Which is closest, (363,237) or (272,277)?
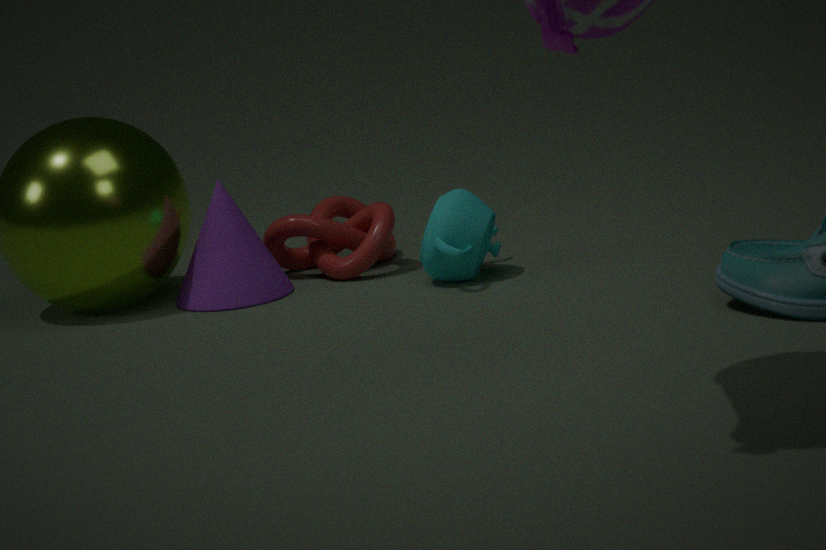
(272,277)
